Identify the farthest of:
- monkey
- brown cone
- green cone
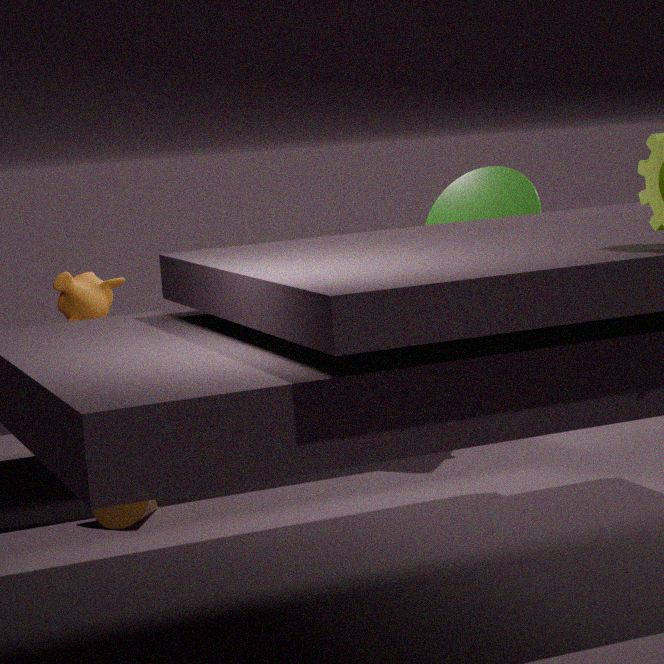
green cone
